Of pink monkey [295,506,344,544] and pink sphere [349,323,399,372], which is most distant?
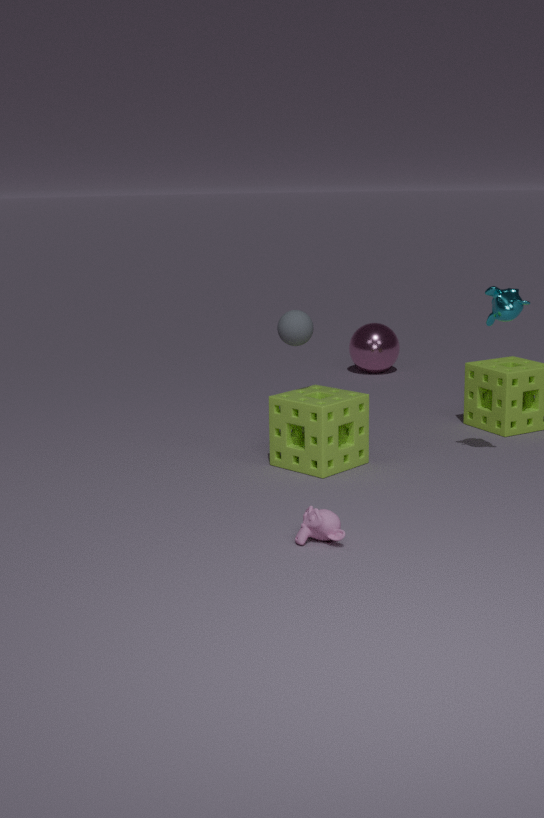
pink sphere [349,323,399,372]
